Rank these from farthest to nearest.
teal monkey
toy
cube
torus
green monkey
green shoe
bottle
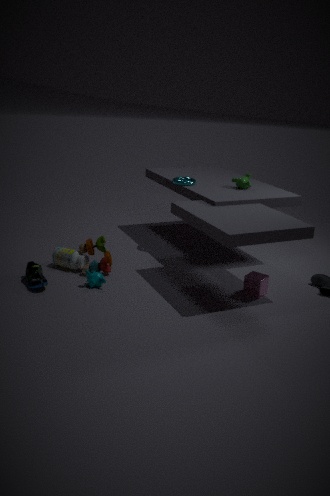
torus, green monkey, bottle, toy, teal monkey, cube, green shoe
